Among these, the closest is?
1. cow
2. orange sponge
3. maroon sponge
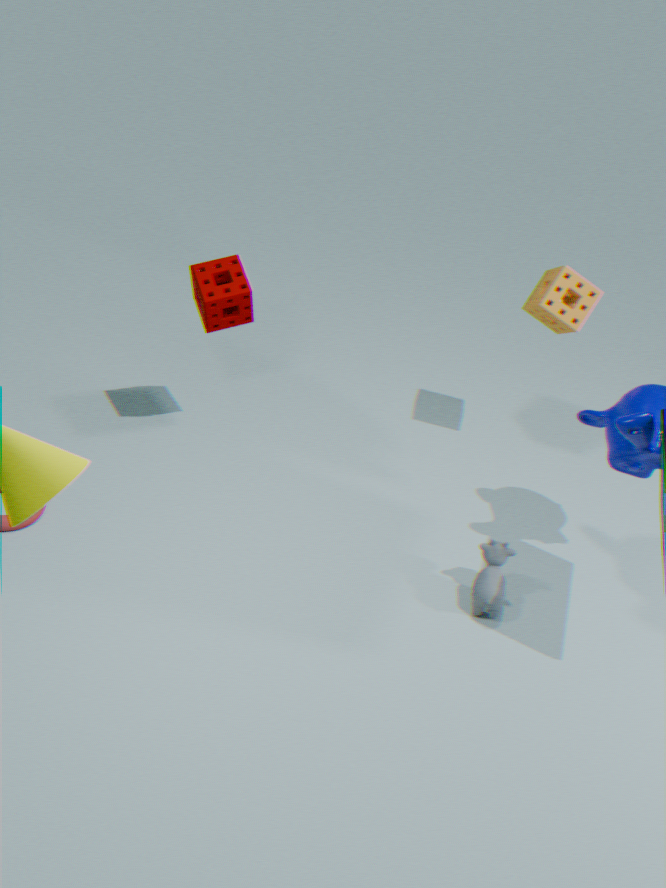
→ cow
